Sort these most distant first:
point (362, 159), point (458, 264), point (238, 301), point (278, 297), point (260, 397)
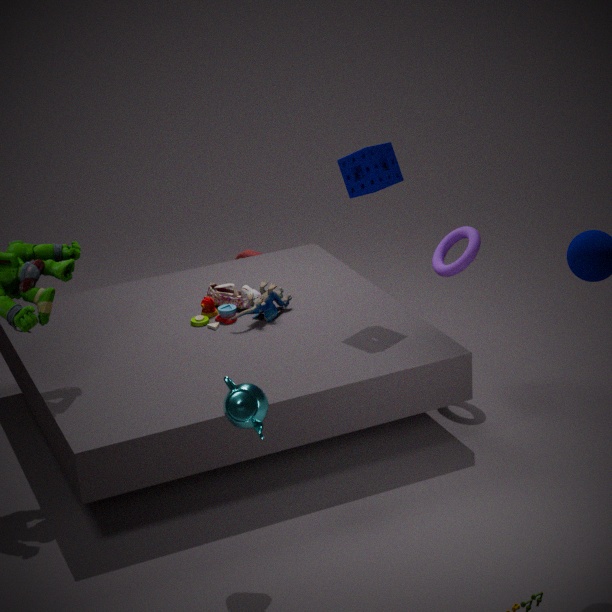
point (238, 301), point (278, 297), point (458, 264), point (362, 159), point (260, 397)
